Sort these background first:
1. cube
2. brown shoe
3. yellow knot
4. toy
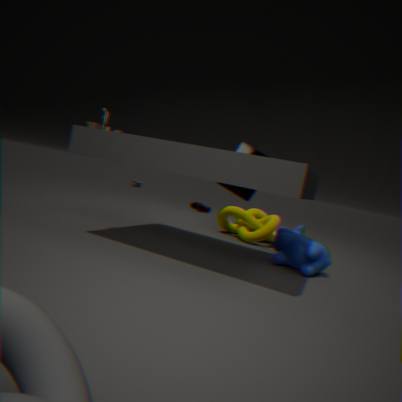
1. brown shoe
2. cube
3. yellow knot
4. toy
